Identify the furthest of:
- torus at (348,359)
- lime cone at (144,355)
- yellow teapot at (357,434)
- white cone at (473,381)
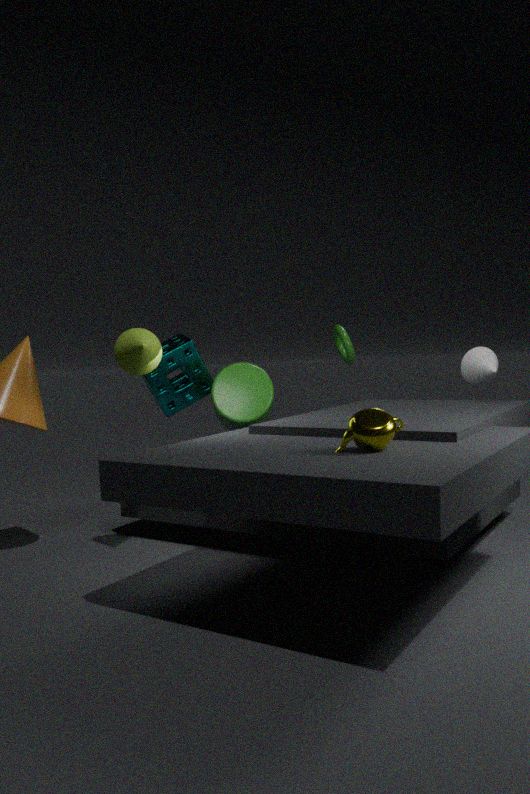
torus at (348,359)
